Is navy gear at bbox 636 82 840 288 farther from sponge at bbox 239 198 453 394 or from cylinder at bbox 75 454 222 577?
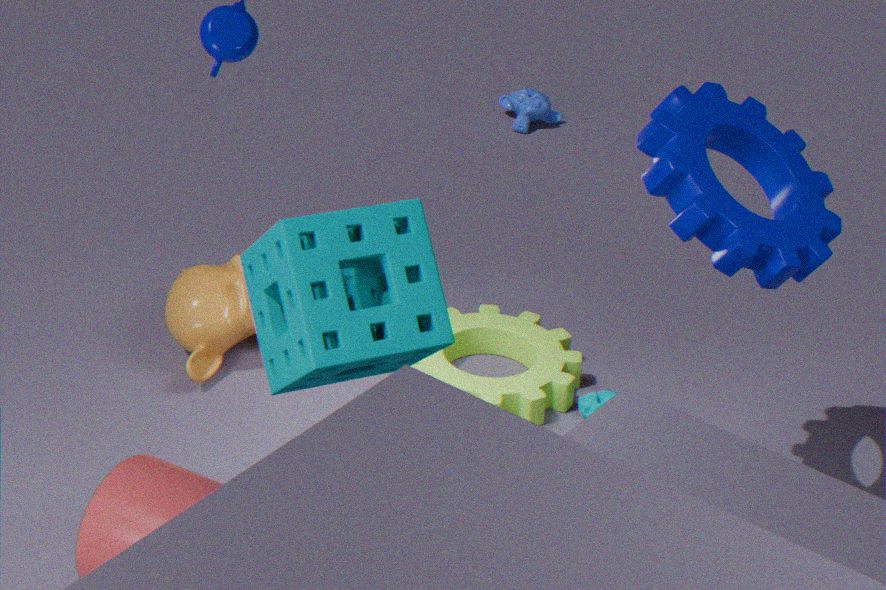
cylinder at bbox 75 454 222 577
